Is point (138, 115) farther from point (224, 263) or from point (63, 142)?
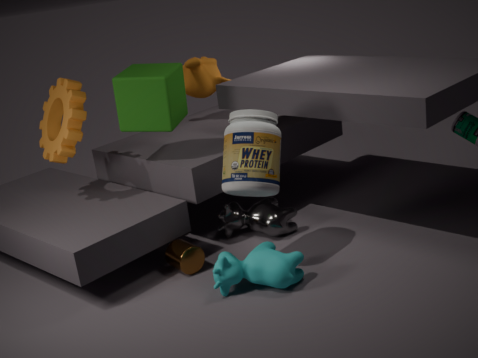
point (224, 263)
